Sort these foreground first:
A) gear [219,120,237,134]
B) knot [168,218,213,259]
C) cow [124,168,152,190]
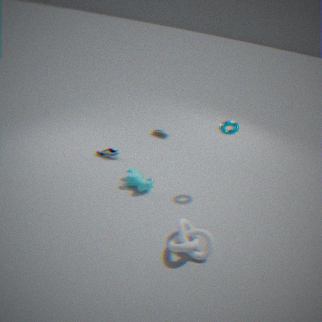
knot [168,218,213,259]
gear [219,120,237,134]
cow [124,168,152,190]
